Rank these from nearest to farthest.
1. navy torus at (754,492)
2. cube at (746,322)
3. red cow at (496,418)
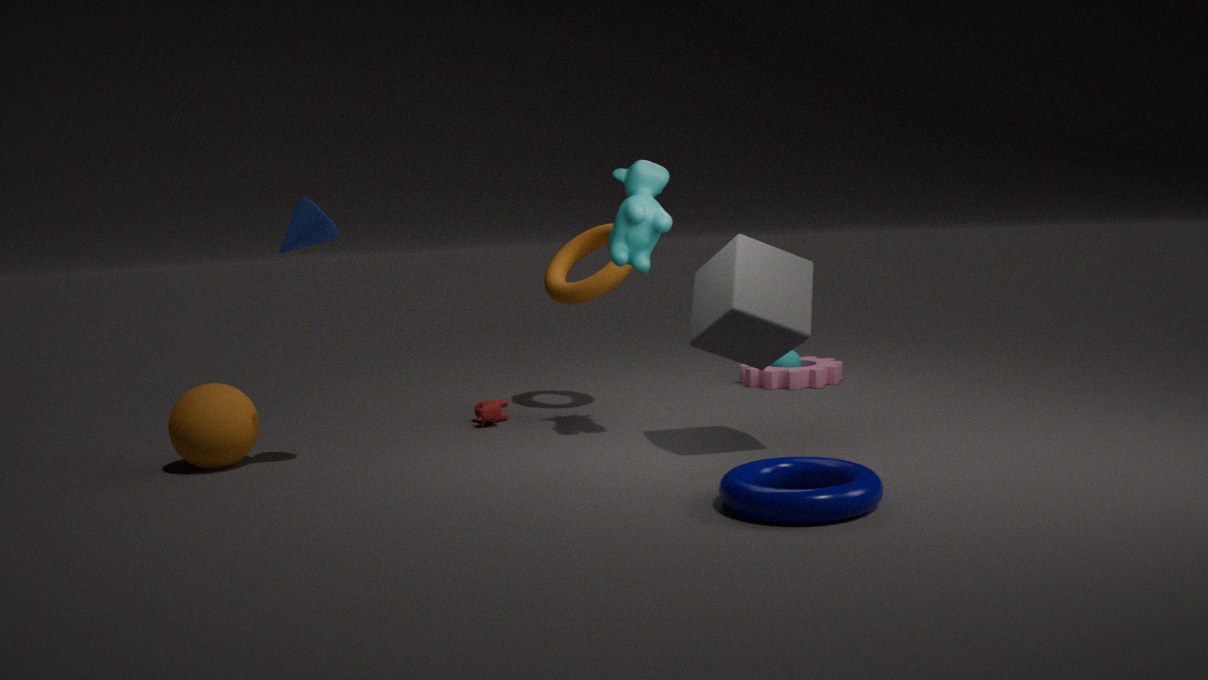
navy torus at (754,492) → cube at (746,322) → red cow at (496,418)
